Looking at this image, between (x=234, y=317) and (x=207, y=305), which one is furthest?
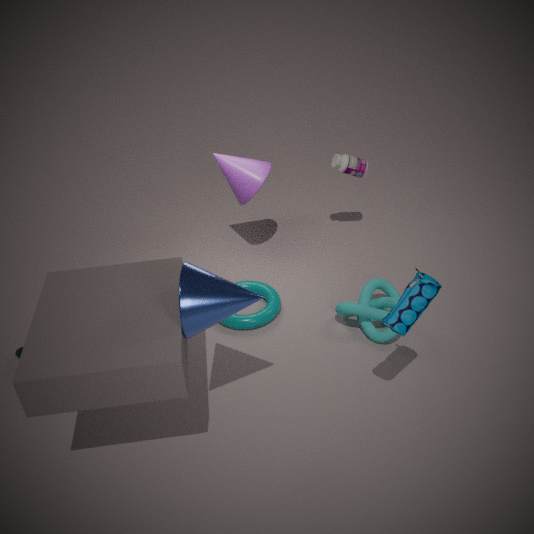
(x=234, y=317)
